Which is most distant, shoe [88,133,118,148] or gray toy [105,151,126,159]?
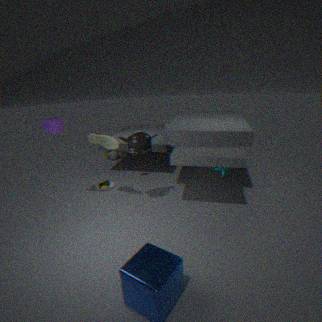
gray toy [105,151,126,159]
